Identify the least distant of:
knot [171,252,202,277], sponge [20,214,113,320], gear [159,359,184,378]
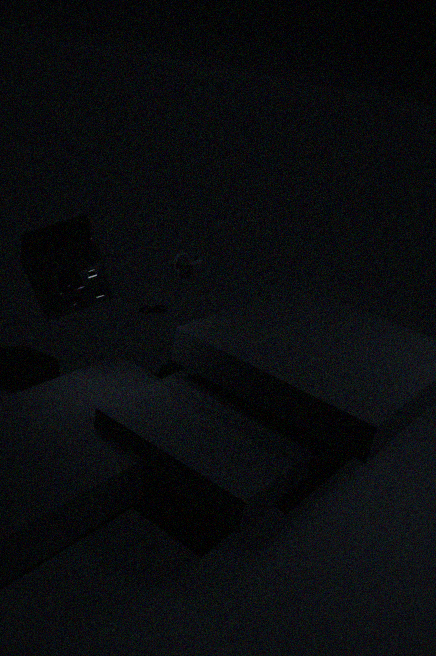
sponge [20,214,113,320]
